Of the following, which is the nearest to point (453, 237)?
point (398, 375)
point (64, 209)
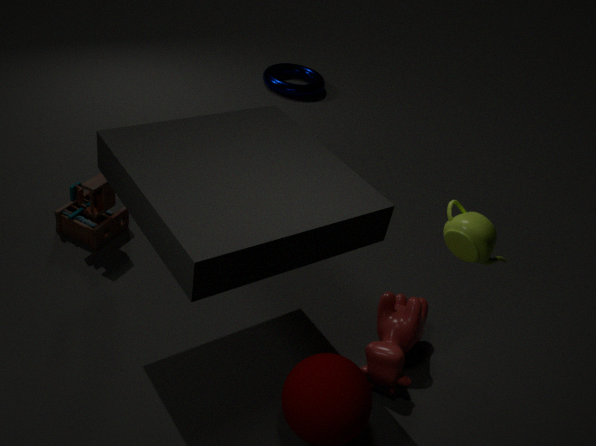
point (398, 375)
